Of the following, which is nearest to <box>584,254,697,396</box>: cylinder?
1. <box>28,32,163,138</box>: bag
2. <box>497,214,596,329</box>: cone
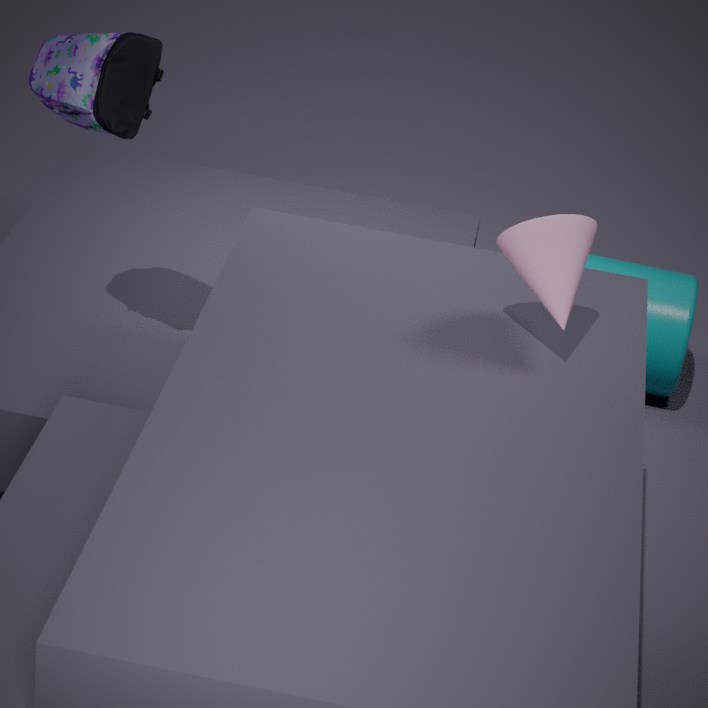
<box>497,214,596,329</box>: cone
